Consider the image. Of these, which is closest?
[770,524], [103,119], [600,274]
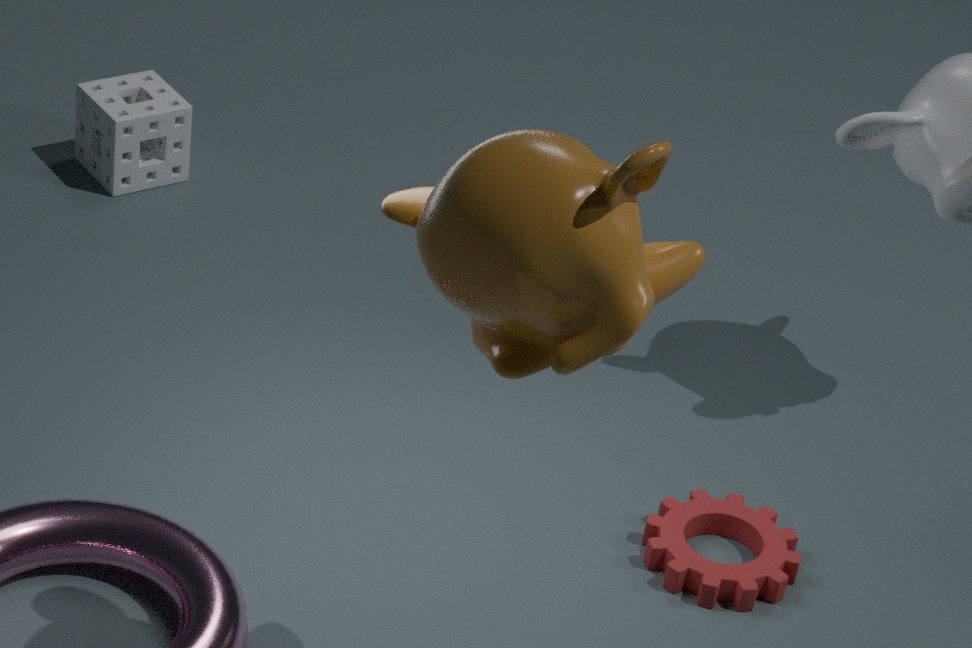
[600,274]
